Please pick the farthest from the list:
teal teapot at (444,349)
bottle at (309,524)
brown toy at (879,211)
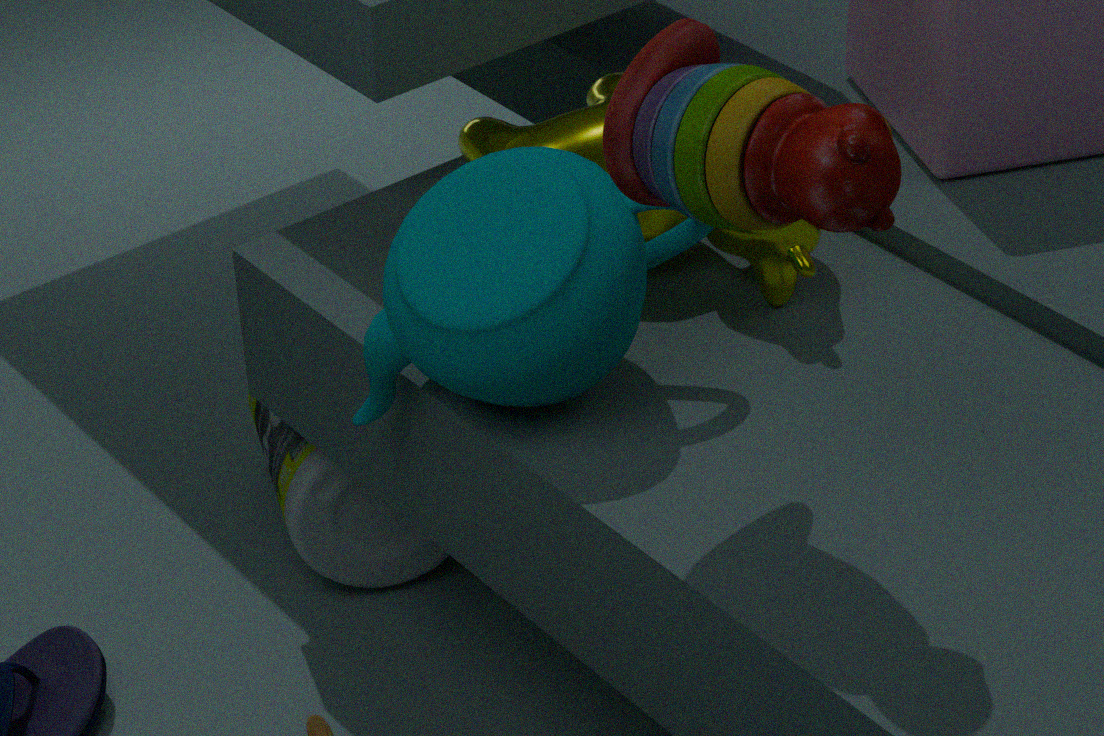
bottle at (309,524)
